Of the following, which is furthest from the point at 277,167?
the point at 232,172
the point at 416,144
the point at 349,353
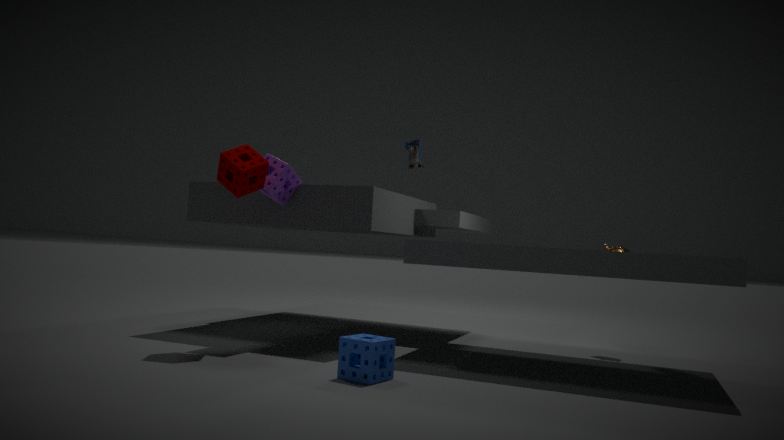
the point at 349,353
